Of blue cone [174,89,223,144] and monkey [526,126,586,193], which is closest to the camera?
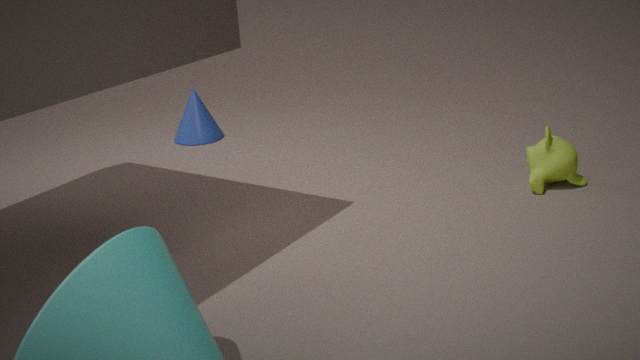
monkey [526,126,586,193]
